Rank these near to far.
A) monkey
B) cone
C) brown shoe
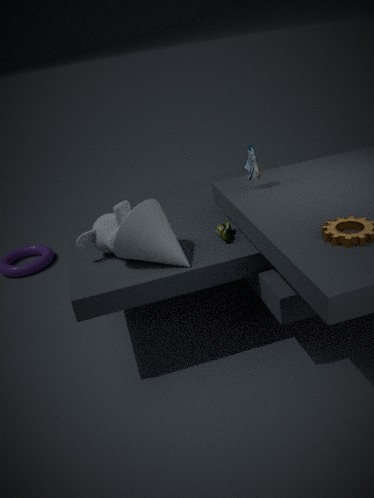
cone
monkey
brown shoe
